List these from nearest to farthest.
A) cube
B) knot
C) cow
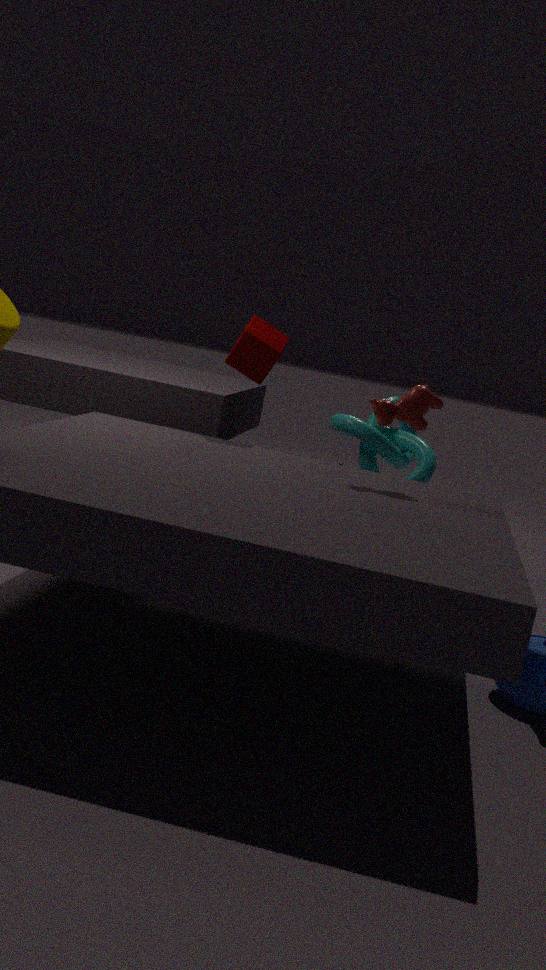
cow → cube → knot
